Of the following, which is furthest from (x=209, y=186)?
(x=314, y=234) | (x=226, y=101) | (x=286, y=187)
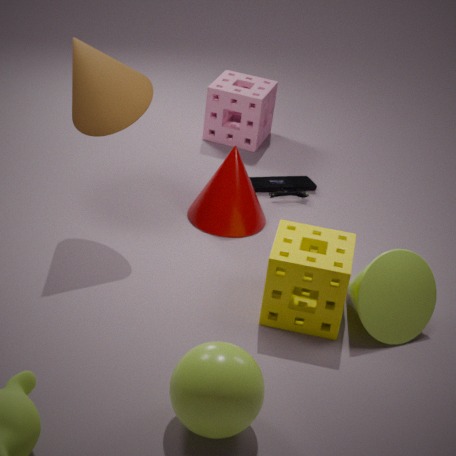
(x=226, y=101)
